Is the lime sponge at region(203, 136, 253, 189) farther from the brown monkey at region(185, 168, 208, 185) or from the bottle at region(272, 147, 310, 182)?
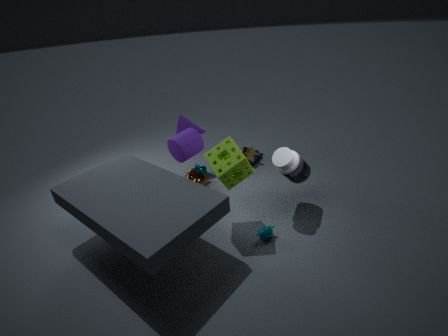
the brown monkey at region(185, 168, 208, 185)
